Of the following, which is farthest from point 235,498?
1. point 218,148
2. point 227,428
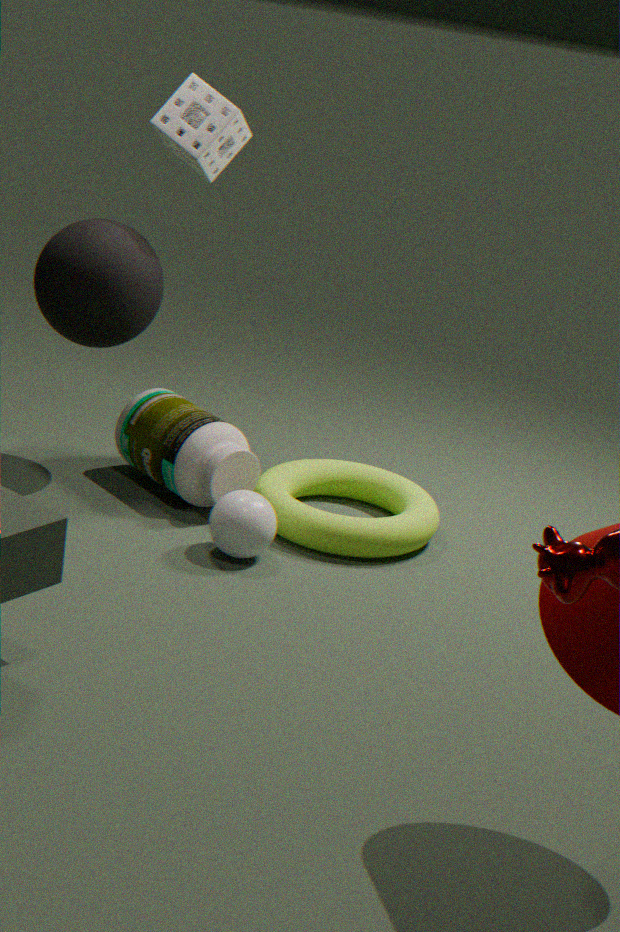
point 218,148
